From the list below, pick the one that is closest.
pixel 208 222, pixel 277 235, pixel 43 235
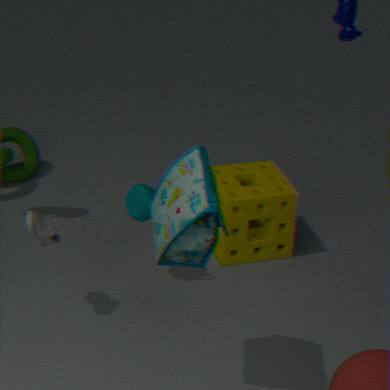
pixel 208 222
